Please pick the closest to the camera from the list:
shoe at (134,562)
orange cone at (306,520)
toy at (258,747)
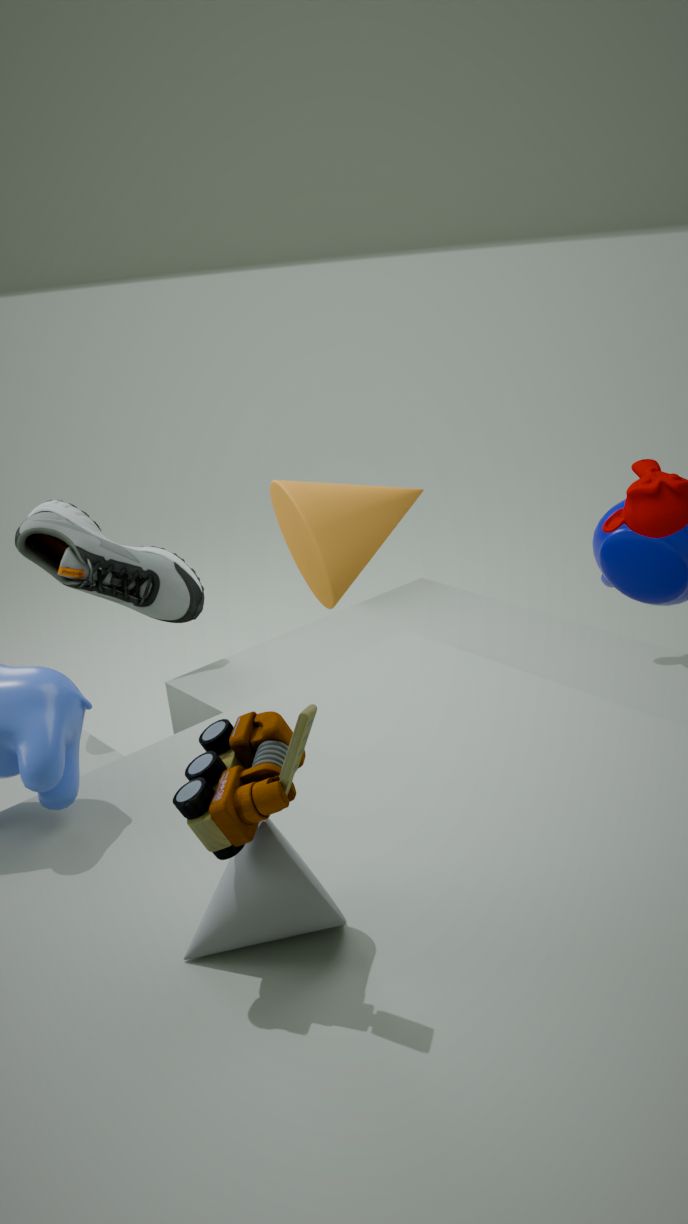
toy at (258,747)
